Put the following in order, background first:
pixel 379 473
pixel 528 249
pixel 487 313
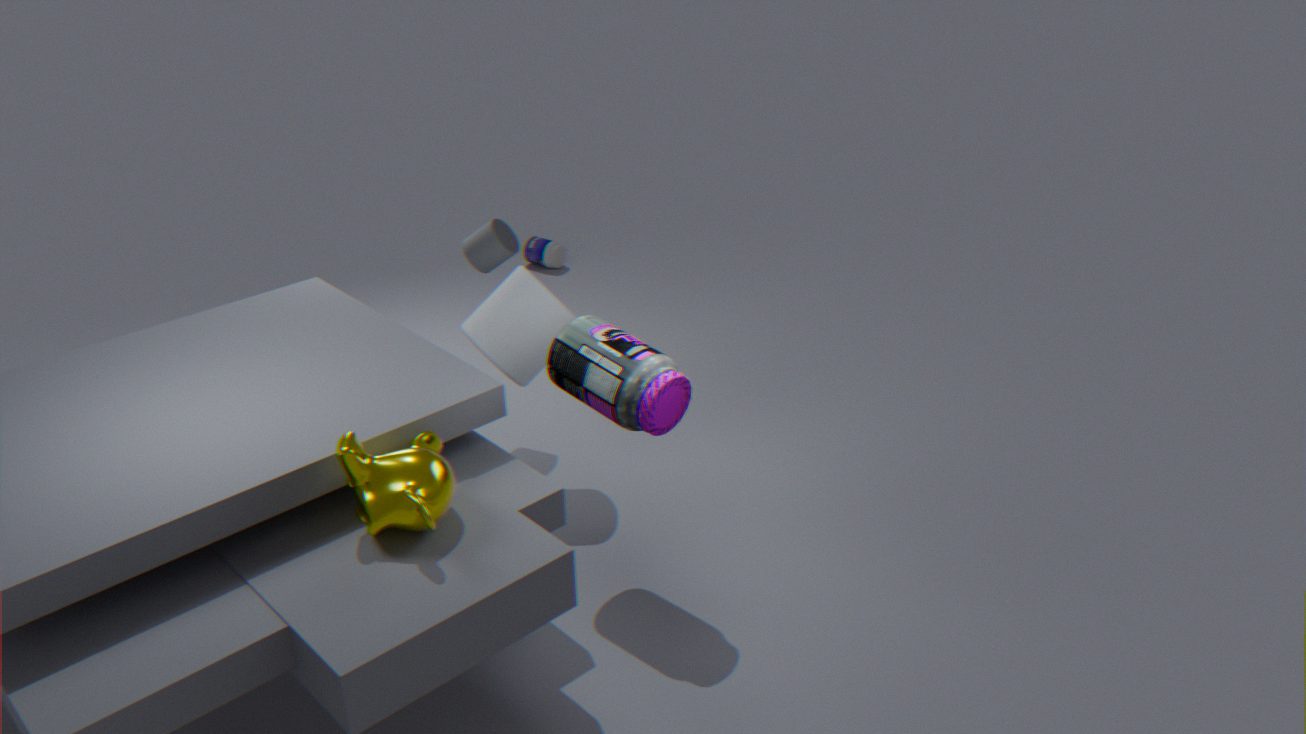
pixel 528 249, pixel 487 313, pixel 379 473
